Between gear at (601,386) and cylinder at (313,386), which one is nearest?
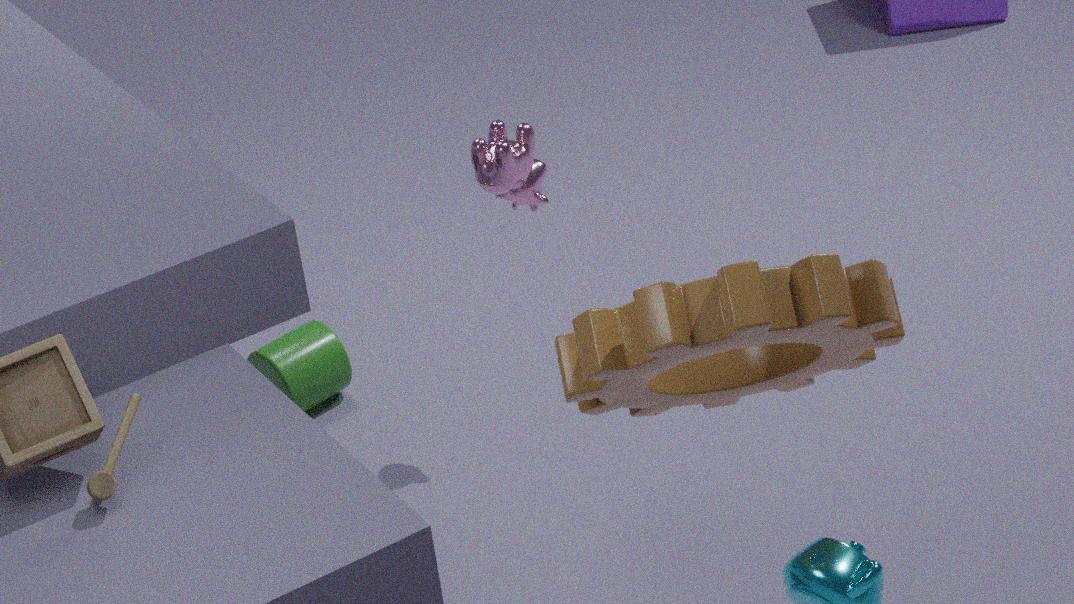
gear at (601,386)
